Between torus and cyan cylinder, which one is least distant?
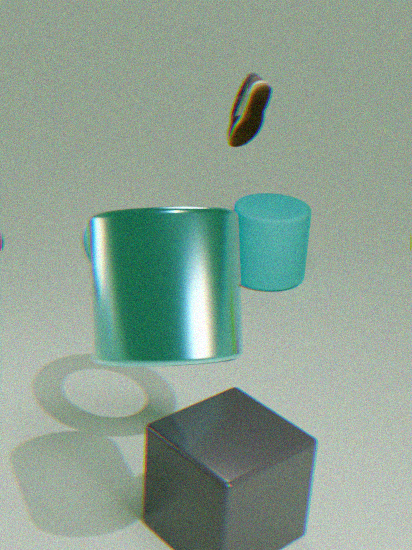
cyan cylinder
